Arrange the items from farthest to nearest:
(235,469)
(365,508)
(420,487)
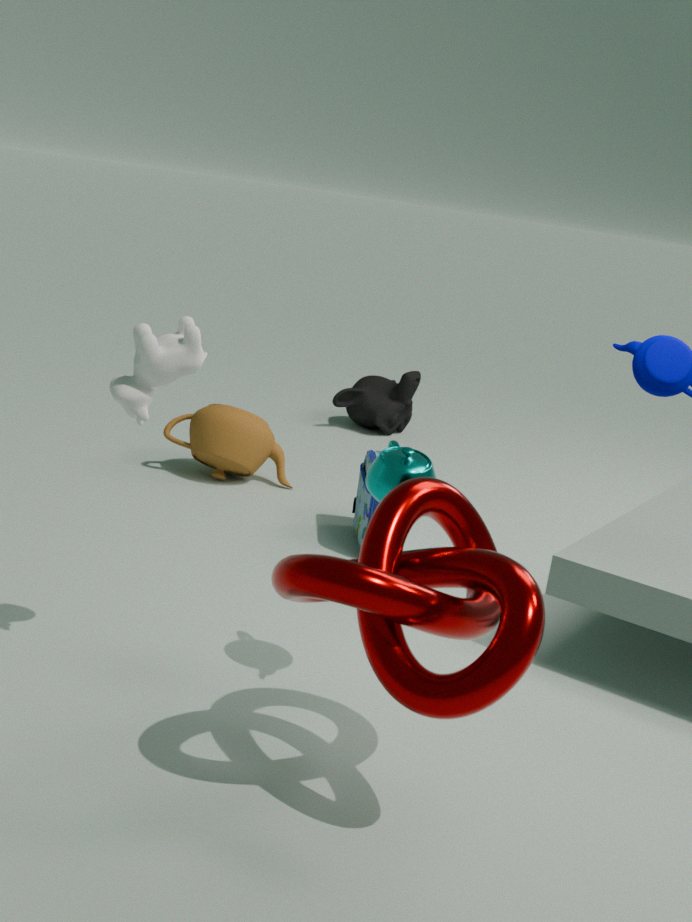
(235,469), (365,508), (420,487)
